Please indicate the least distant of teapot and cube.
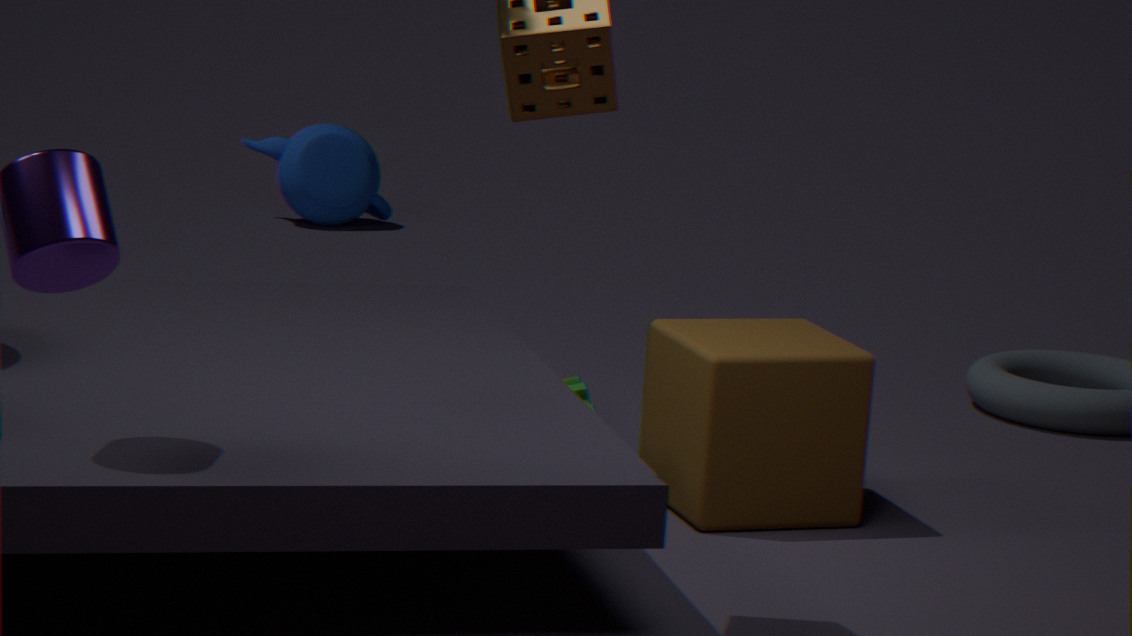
cube
